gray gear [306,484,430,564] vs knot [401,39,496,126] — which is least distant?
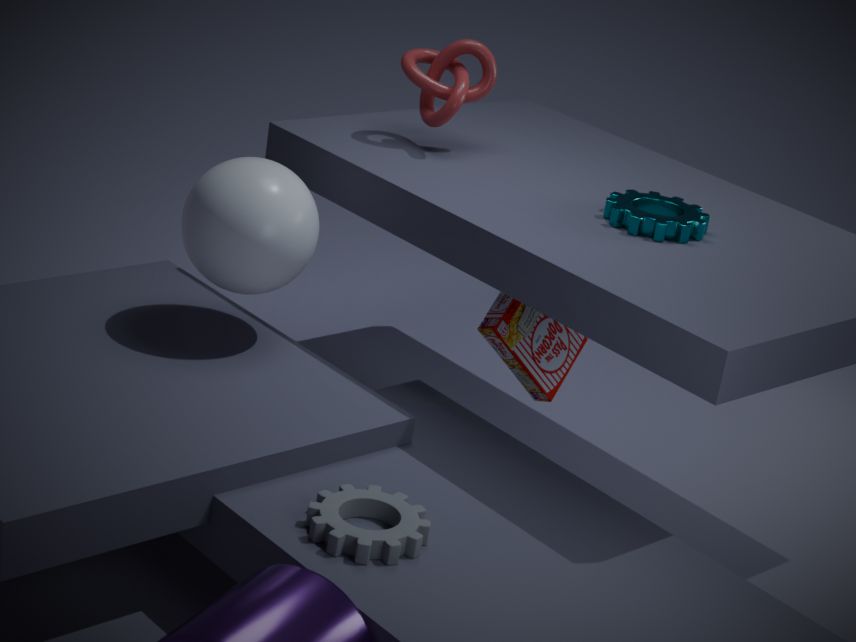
gray gear [306,484,430,564]
